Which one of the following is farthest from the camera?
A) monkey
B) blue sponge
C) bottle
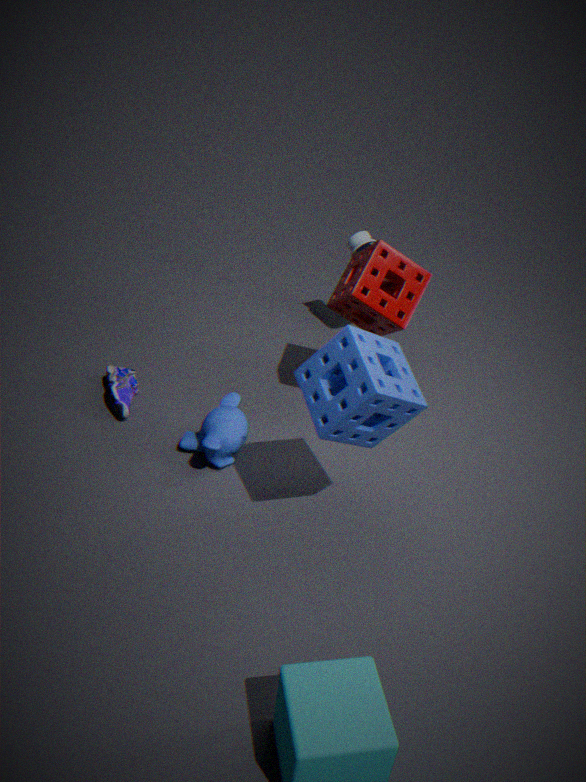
bottle
